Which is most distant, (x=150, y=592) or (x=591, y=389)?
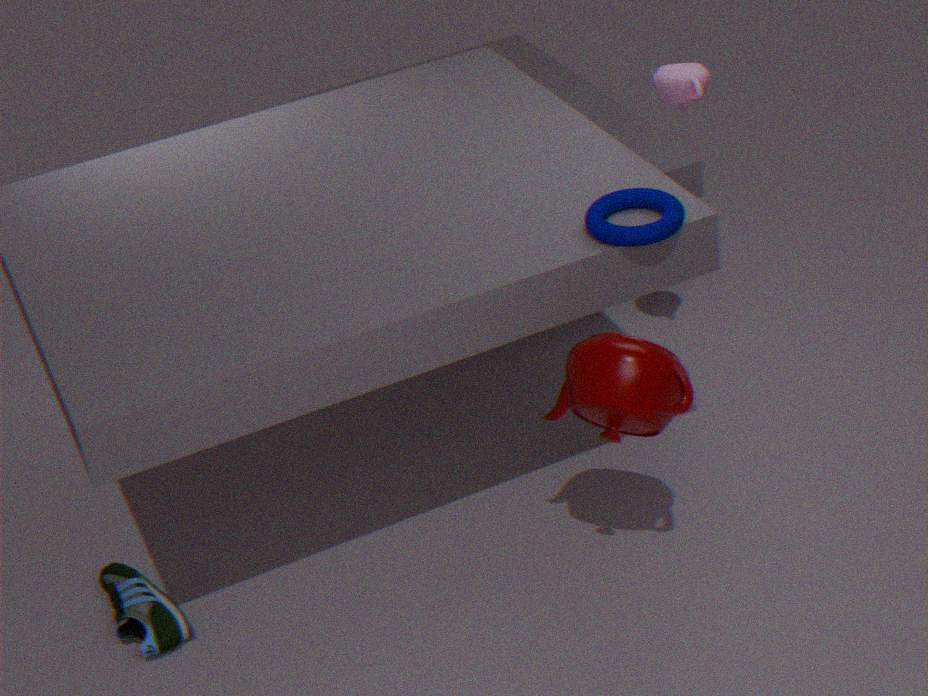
(x=150, y=592)
